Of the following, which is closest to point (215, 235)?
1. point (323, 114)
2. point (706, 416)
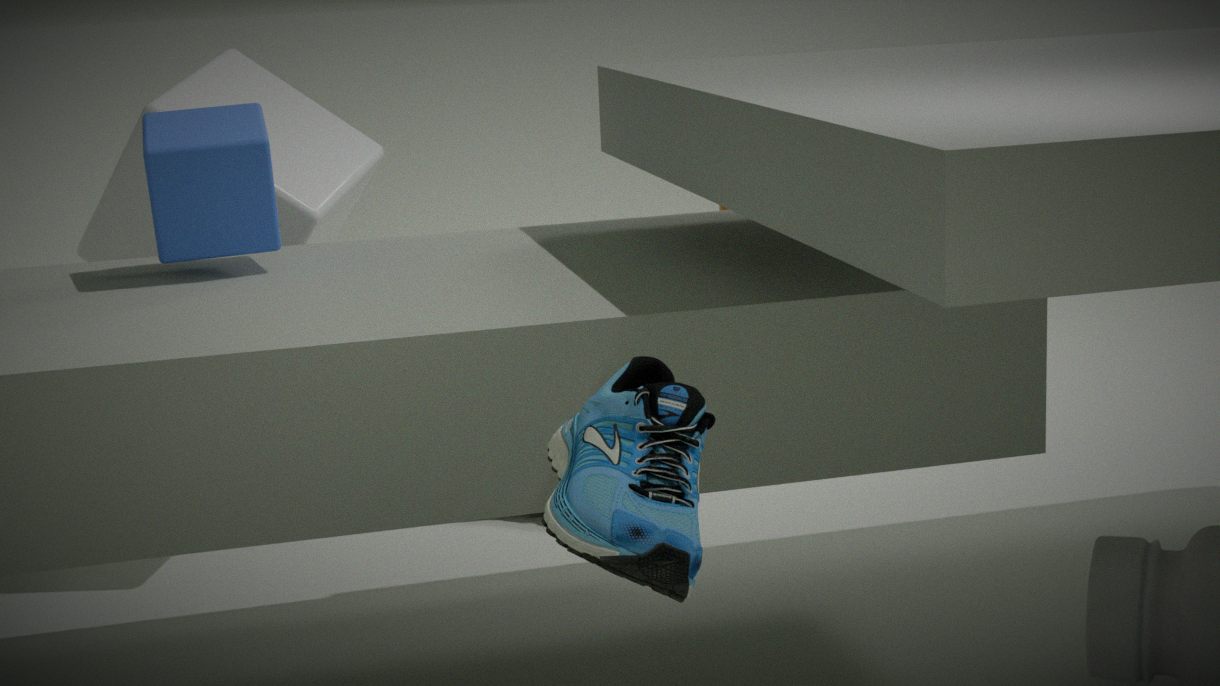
point (323, 114)
